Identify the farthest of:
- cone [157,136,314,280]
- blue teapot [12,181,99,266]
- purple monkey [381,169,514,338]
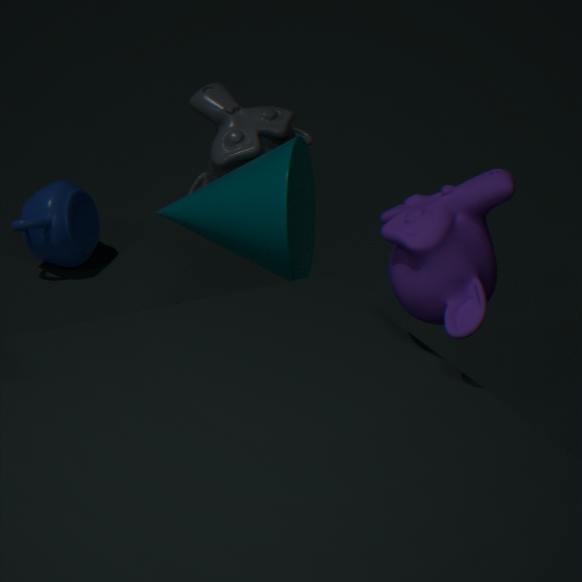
blue teapot [12,181,99,266]
